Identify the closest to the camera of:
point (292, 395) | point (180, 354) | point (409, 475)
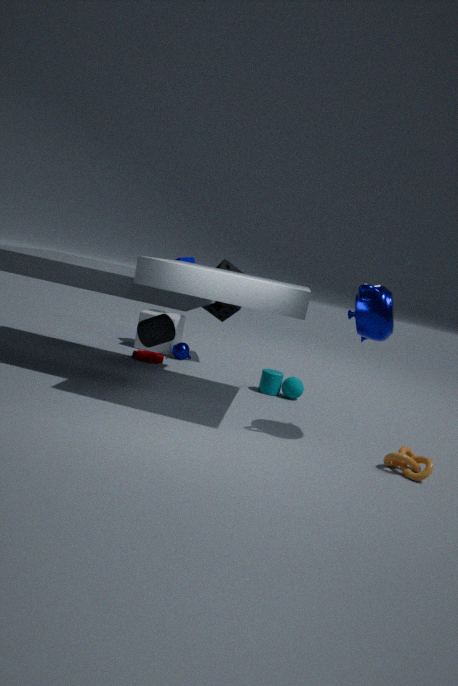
point (409, 475)
